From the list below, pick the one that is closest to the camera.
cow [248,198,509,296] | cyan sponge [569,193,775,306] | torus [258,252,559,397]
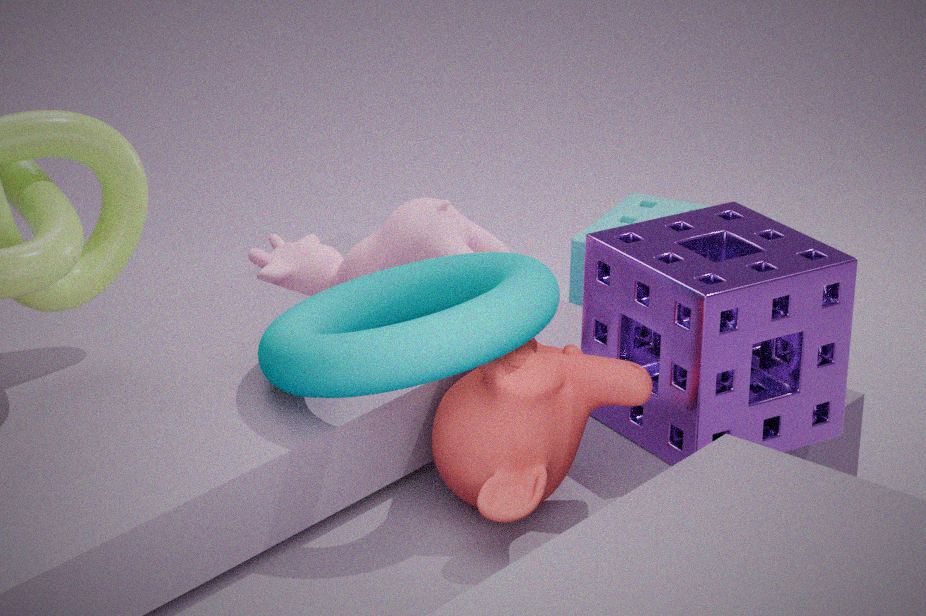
torus [258,252,559,397]
